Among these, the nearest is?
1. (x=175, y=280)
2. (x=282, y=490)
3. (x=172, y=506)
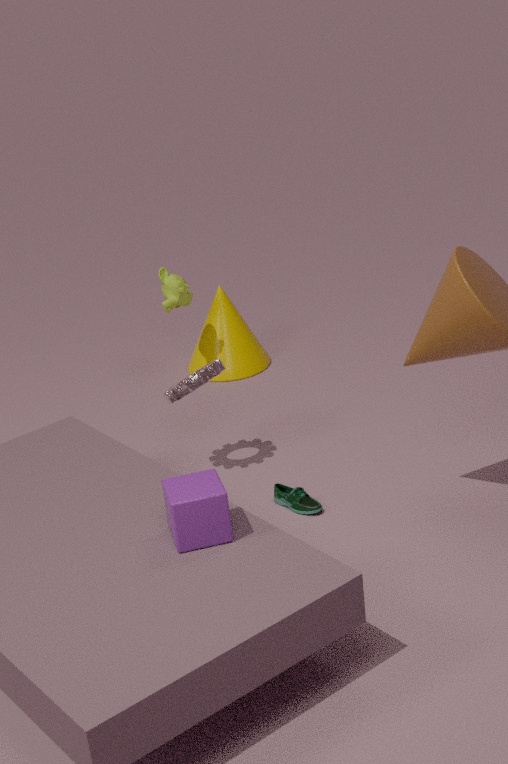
(x=172, y=506)
